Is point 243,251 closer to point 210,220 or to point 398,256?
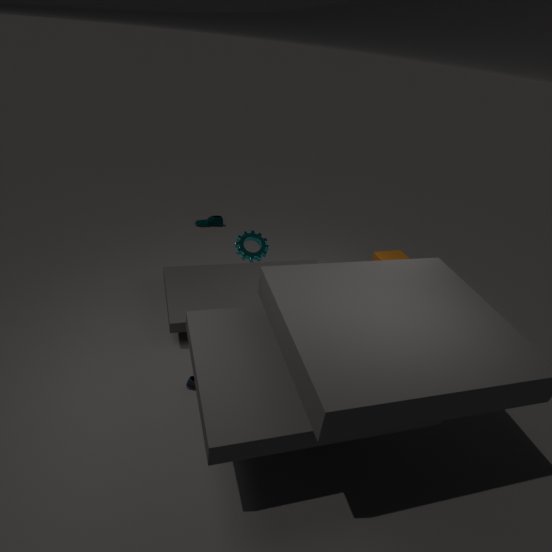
point 398,256
